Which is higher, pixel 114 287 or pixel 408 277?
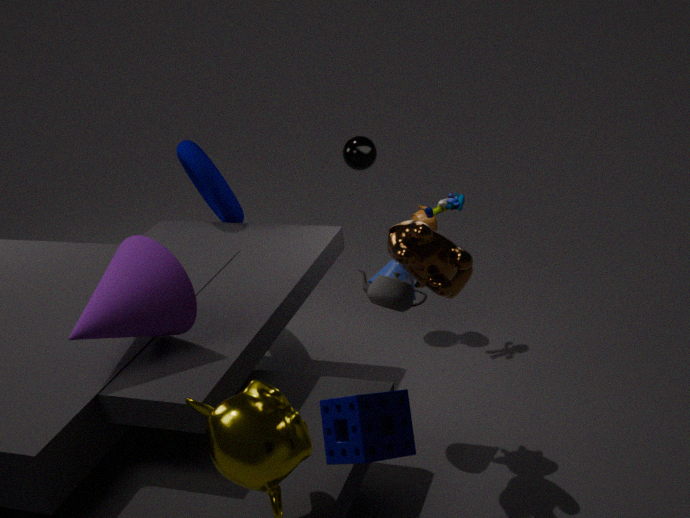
pixel 114 287
